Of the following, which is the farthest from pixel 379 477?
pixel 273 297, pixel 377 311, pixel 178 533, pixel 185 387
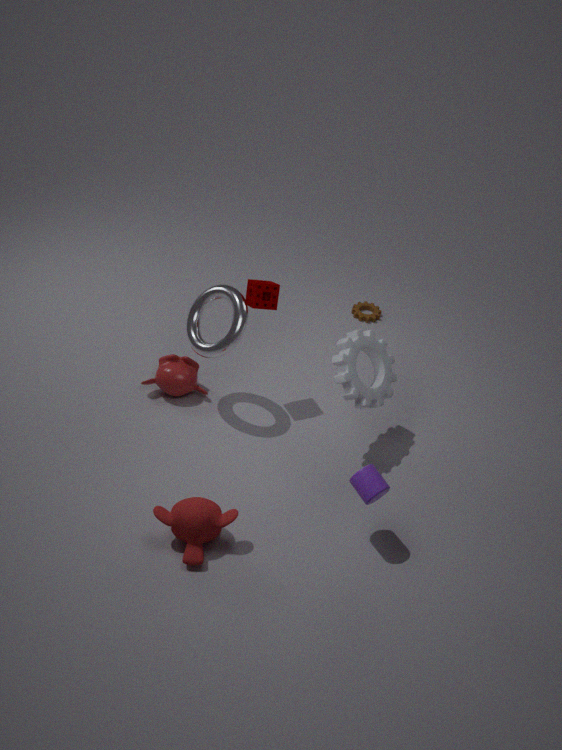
pixel 377 311
